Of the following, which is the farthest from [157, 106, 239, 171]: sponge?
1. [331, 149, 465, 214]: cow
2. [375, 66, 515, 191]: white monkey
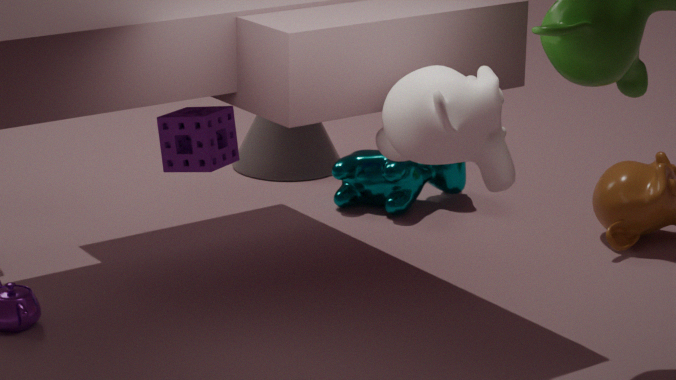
[375, 66, 515, 191]: white monkey
